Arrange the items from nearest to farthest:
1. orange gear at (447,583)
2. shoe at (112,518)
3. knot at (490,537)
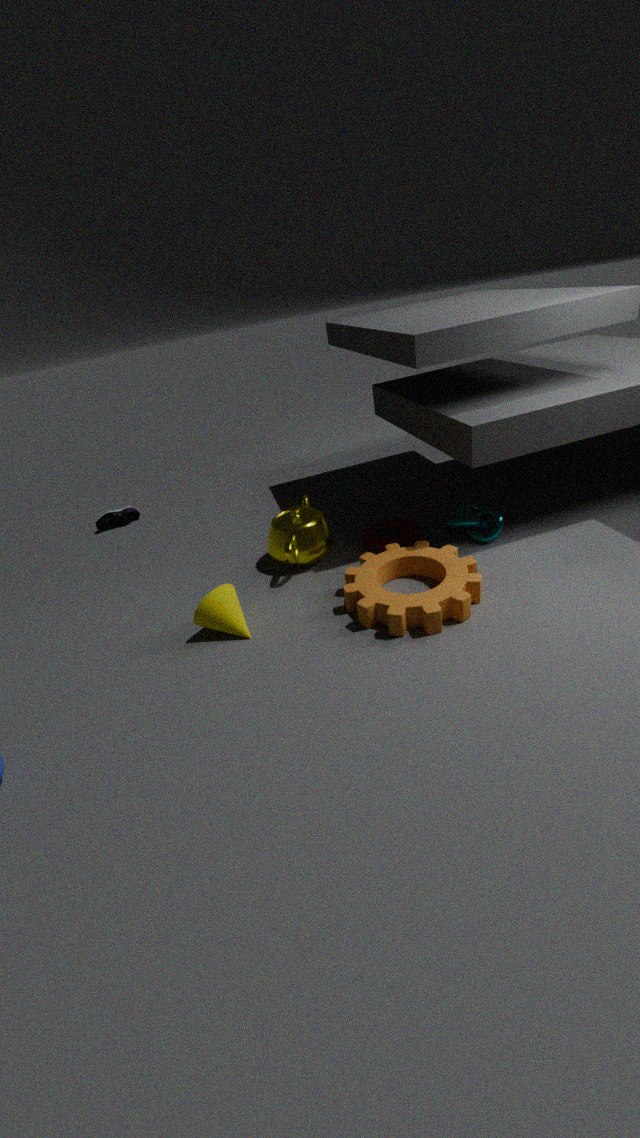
orange gear at (447,583)
knot at (490,537)
shoe at (112,518)
